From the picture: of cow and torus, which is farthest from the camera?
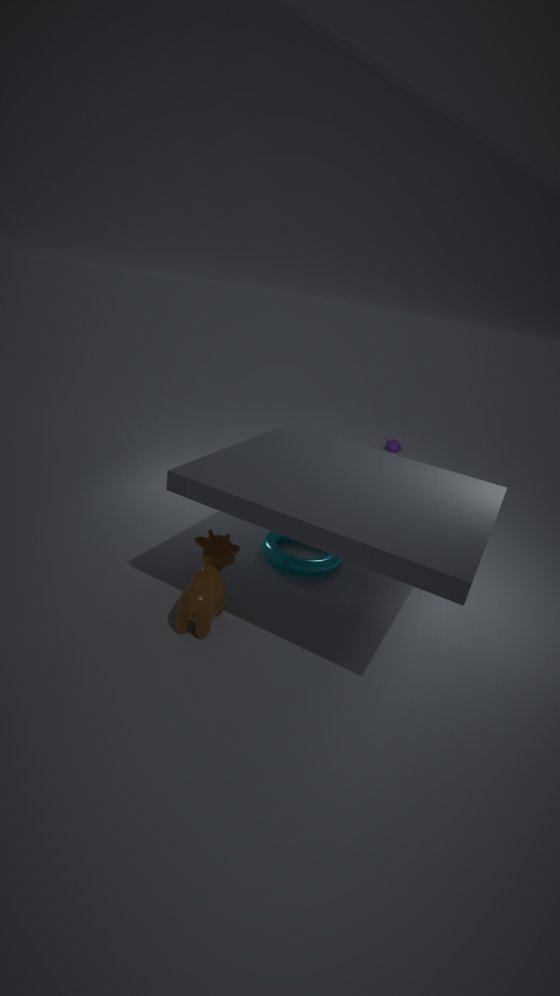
torus
